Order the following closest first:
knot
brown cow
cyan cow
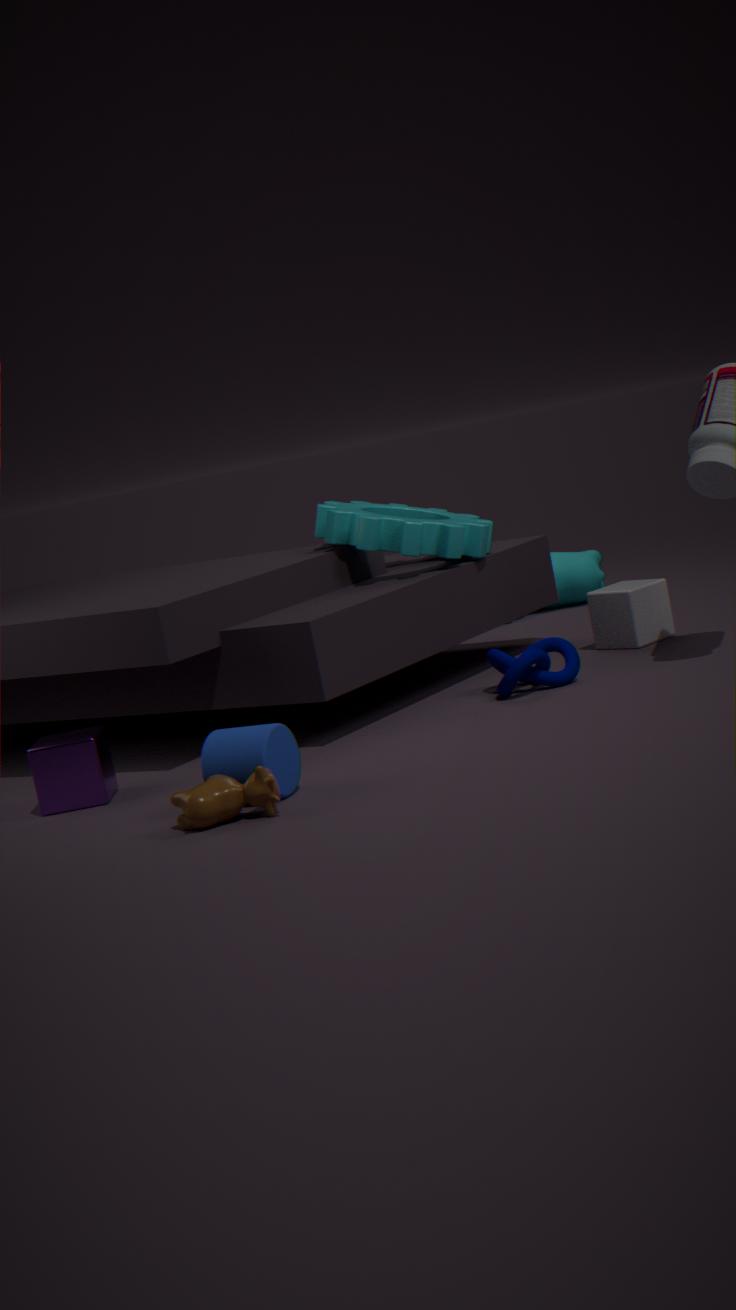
brown cow
knot
cyan cow
